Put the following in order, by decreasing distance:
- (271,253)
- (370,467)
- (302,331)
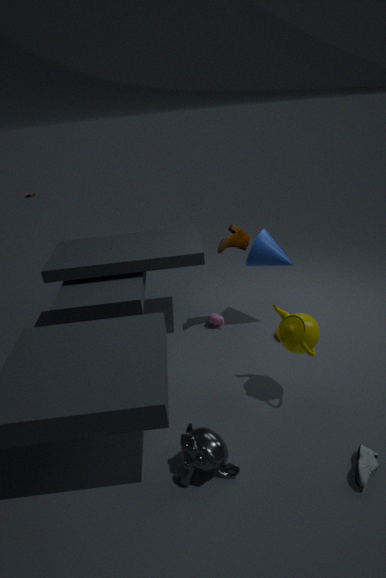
(271,253) < (302,331) < (370,467)
